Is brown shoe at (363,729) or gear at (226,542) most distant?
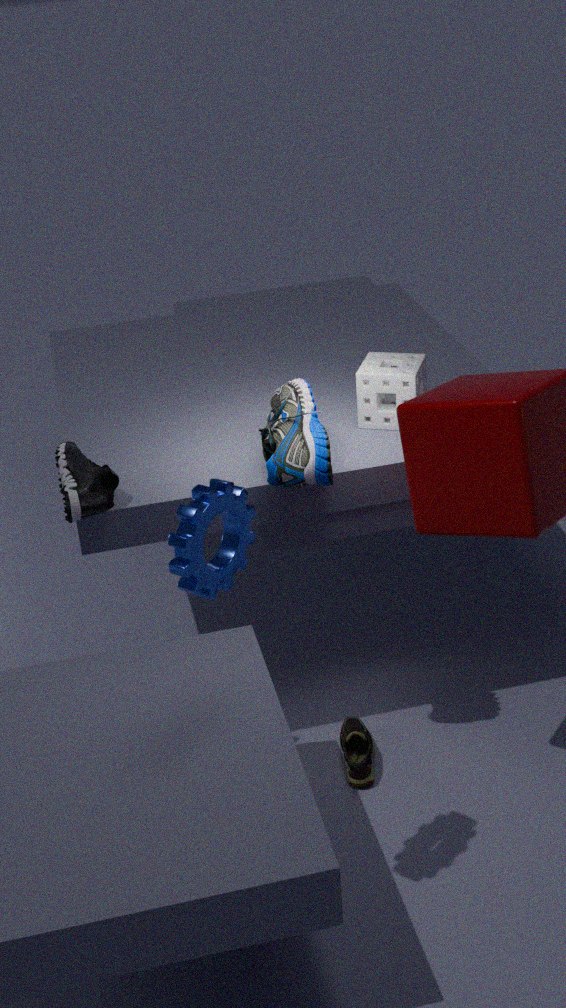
brown shoe at (363,729)
